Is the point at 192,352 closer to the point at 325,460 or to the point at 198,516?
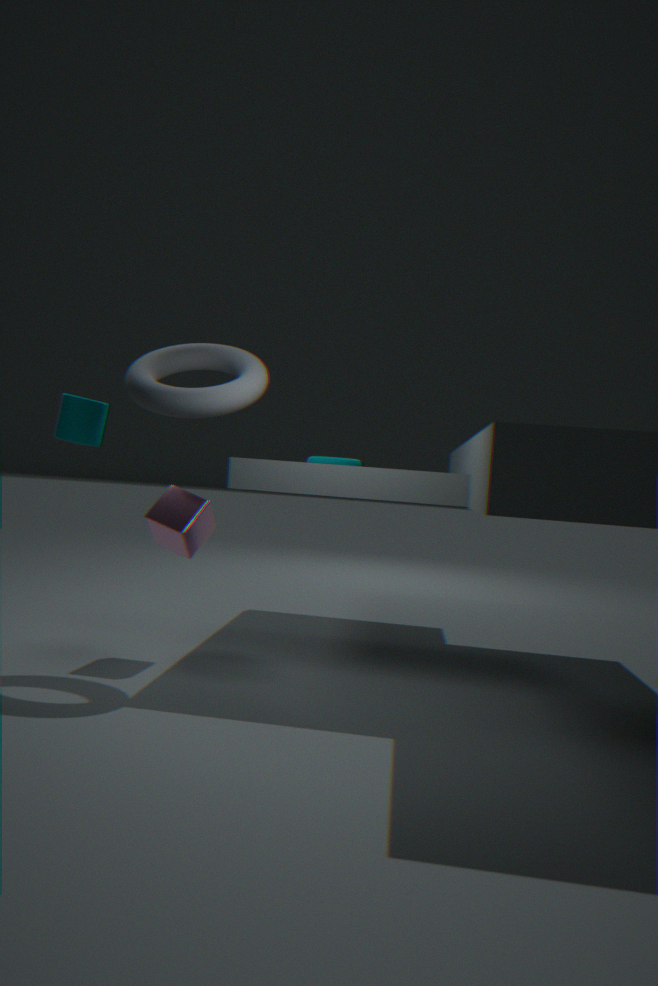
→ the point at 198,516
